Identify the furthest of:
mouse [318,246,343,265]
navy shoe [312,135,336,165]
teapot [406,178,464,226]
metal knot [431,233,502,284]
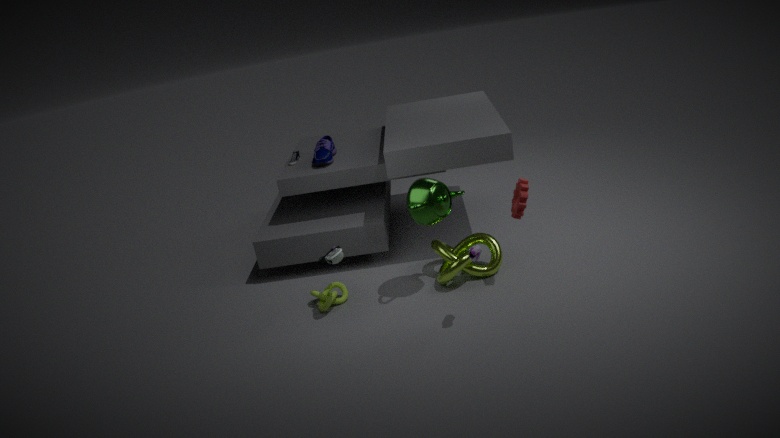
navy shoe [312,135,336,165]
